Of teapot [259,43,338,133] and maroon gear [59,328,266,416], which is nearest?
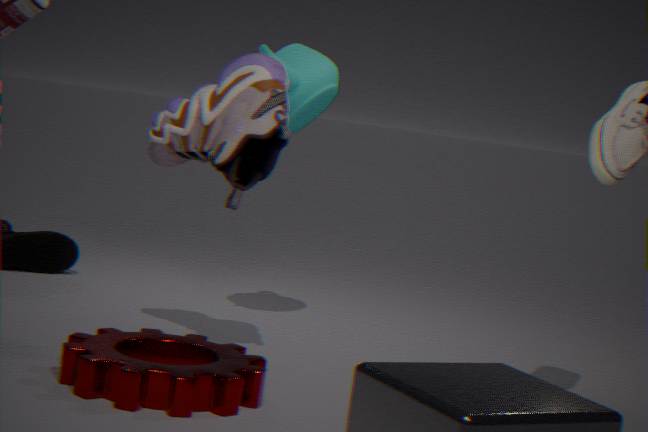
maroon gear [59,328,266,416]
